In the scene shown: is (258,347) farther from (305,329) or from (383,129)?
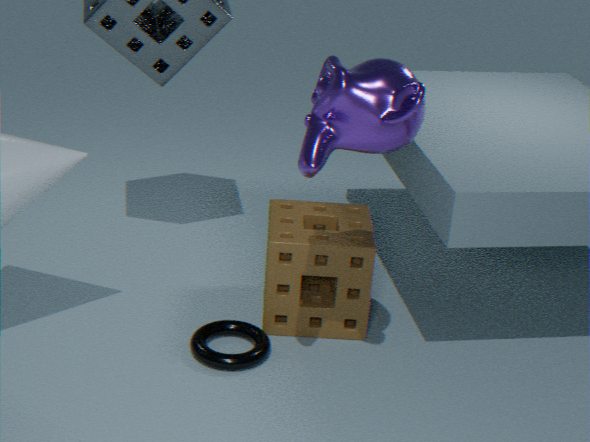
(383,129)
